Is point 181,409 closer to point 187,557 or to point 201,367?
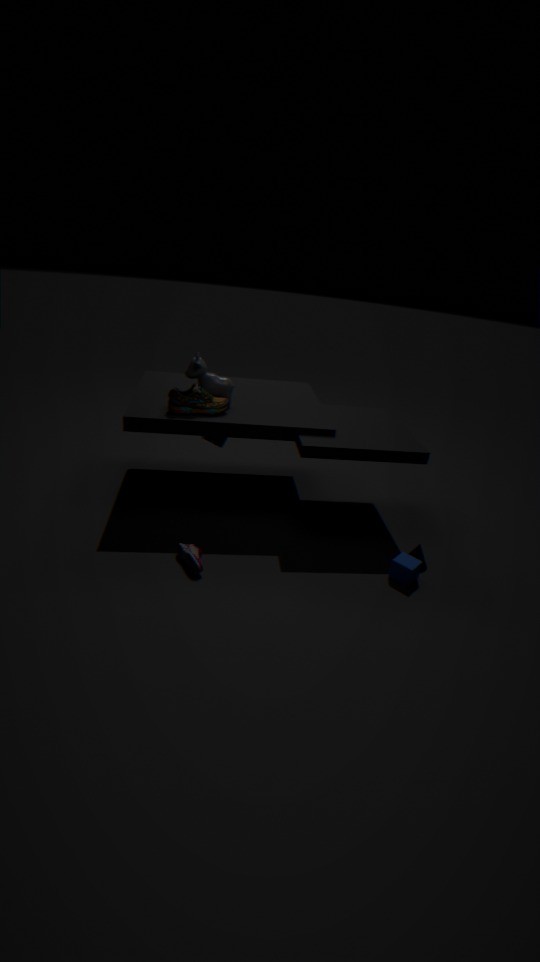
point 201,367
